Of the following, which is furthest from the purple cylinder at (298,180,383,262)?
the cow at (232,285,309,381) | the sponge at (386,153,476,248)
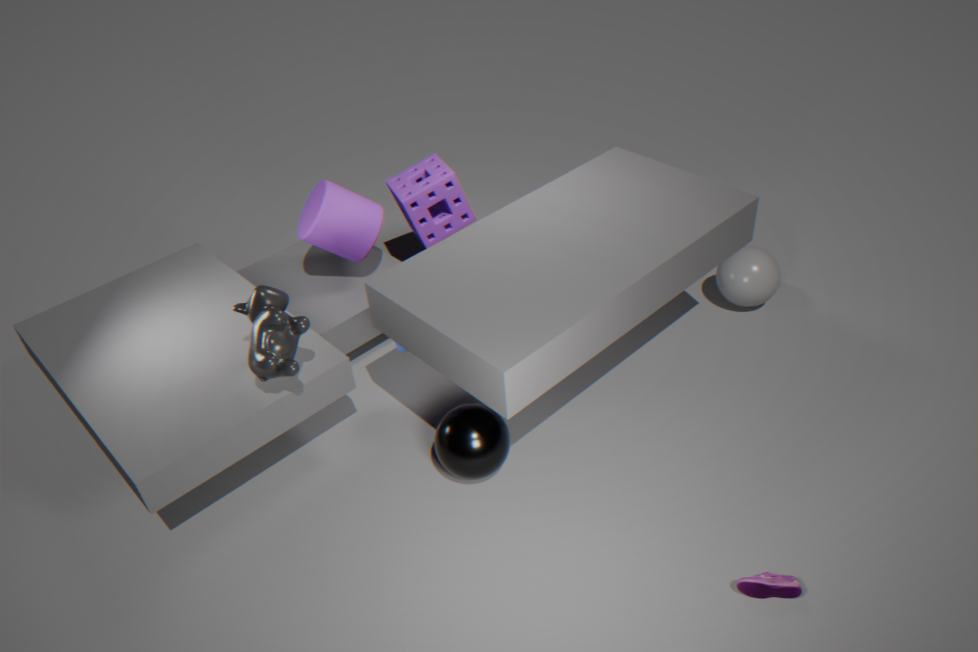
the cow at (232,285,309,381)
